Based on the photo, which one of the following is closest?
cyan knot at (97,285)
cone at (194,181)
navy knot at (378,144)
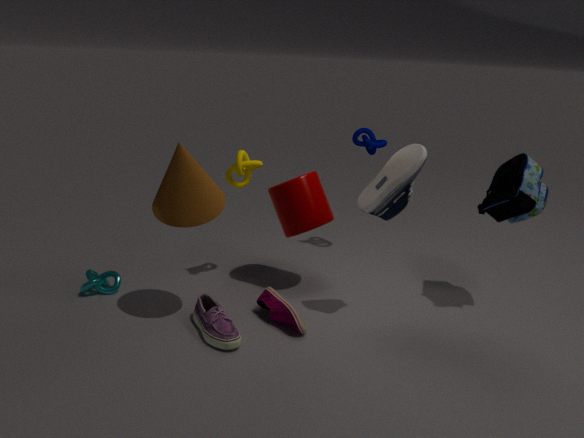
cone at (194,181)
